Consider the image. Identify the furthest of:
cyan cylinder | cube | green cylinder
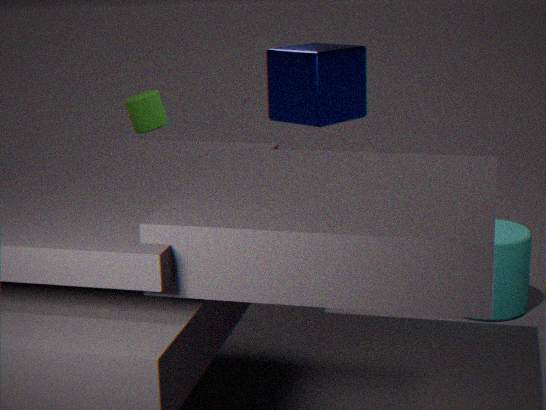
green cylinder
